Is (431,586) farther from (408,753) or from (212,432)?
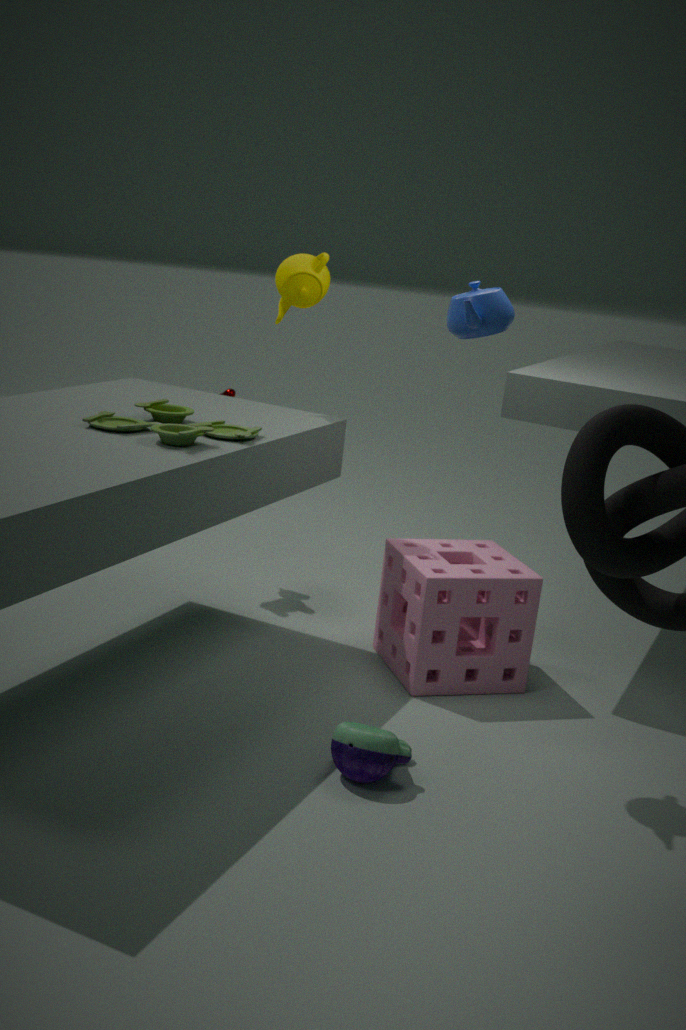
(212,432)
